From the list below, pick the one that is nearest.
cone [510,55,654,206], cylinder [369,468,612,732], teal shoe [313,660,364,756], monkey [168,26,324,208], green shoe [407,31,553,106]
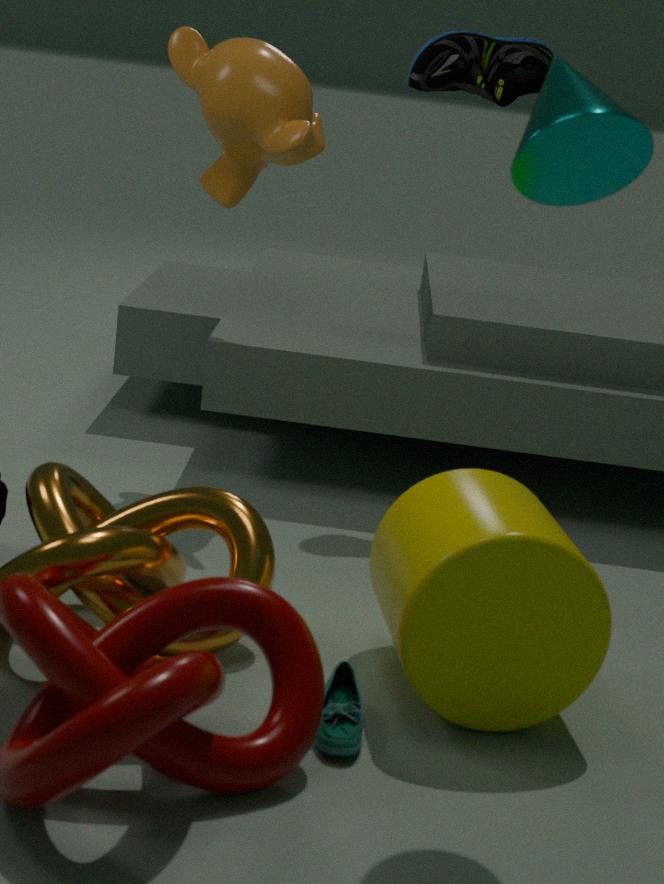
cone [510,55,654,206]
